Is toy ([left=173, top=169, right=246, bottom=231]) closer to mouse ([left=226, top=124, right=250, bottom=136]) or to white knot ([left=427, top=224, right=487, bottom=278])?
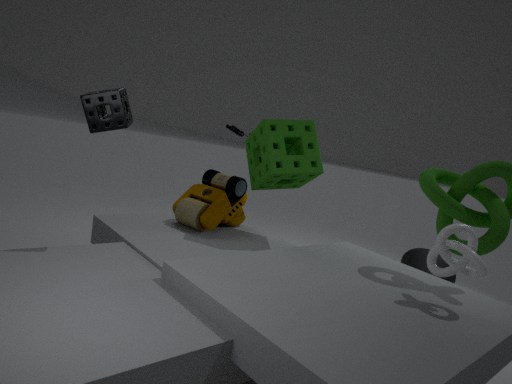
mouse ([left=226, top=124, right=250, bottom=136])
